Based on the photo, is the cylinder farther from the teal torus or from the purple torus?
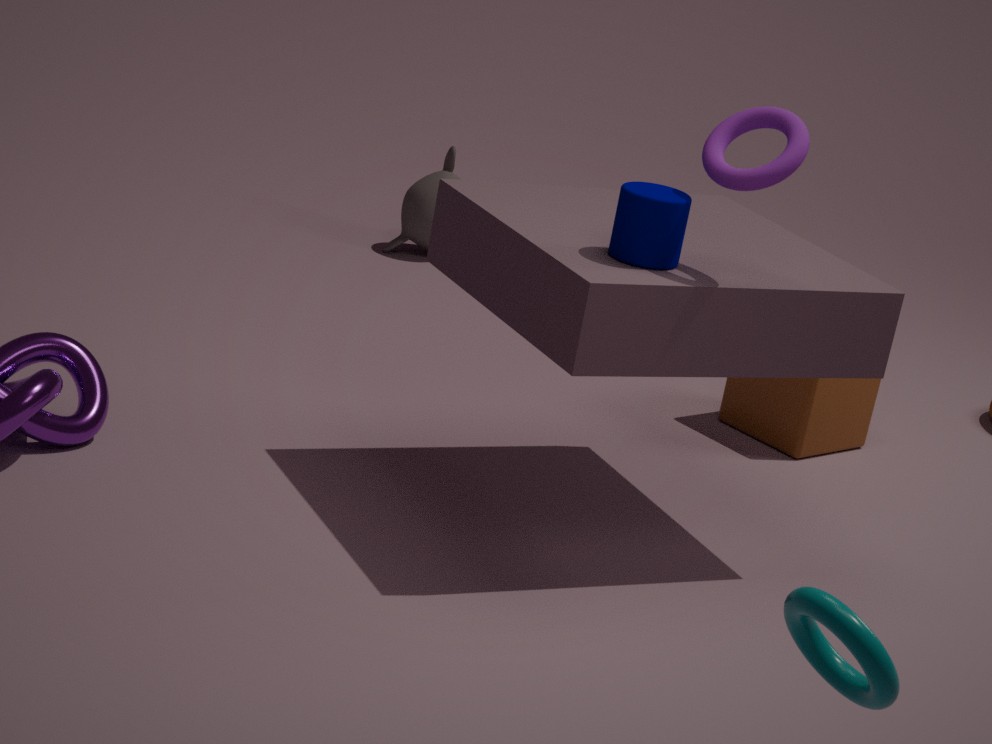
the teal torus
